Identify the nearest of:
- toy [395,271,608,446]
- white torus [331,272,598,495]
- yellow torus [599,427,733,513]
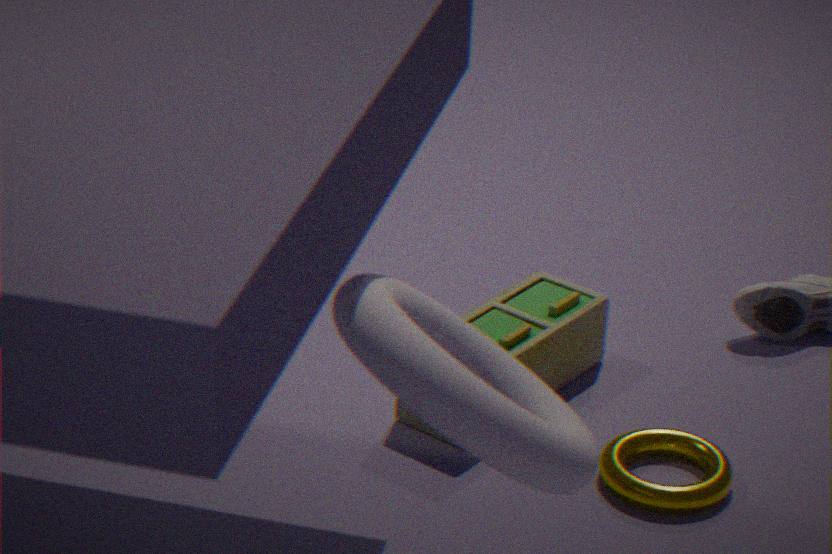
white torus [331,272,598,495]
